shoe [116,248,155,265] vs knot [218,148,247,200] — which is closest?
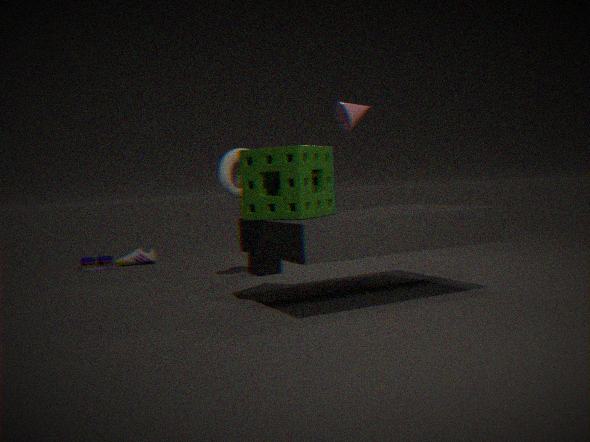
knot [218,148,247,200]
